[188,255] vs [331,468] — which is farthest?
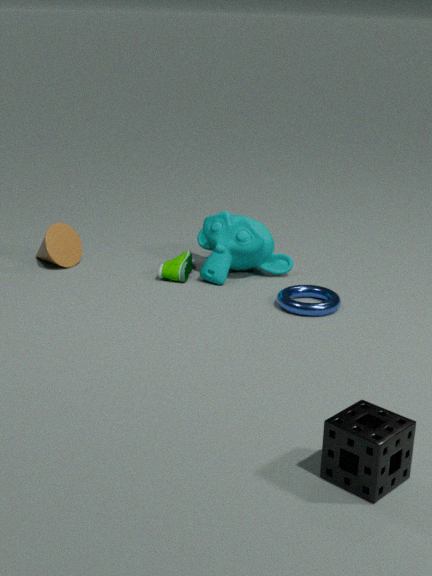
[188,255]
